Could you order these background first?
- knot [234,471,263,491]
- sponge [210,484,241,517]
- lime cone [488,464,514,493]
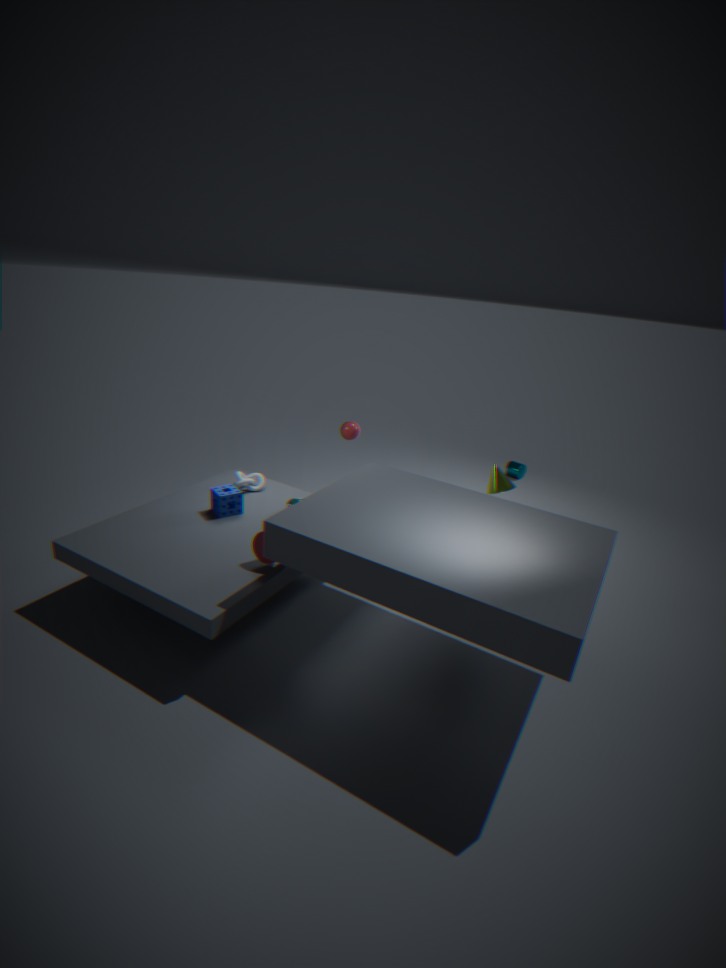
knot [234,471,263,491]
lime cone [488,464,514,493]
sponge [210,484,241,517]
